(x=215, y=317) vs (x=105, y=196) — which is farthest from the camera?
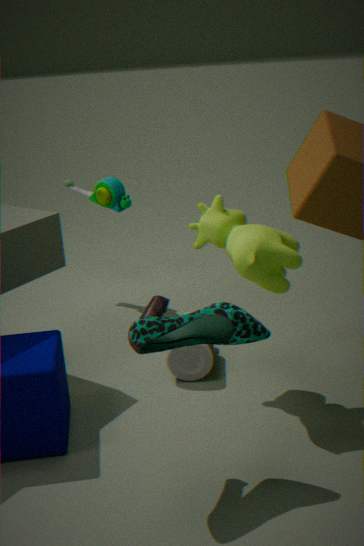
(x=105, y=196)
